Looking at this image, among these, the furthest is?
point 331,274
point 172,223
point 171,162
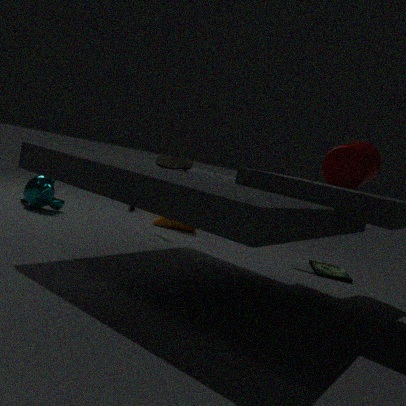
point 172,223
